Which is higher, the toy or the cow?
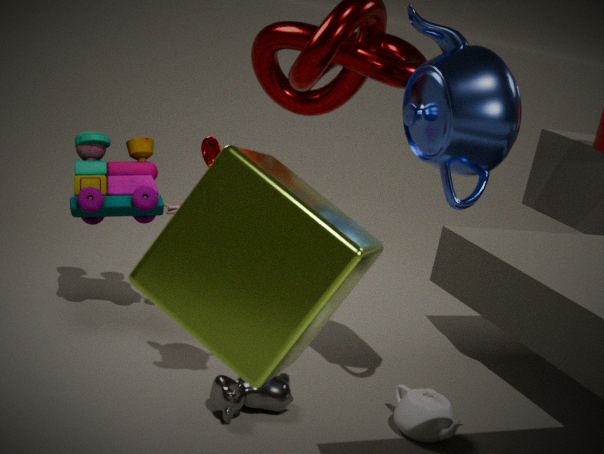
the toy
